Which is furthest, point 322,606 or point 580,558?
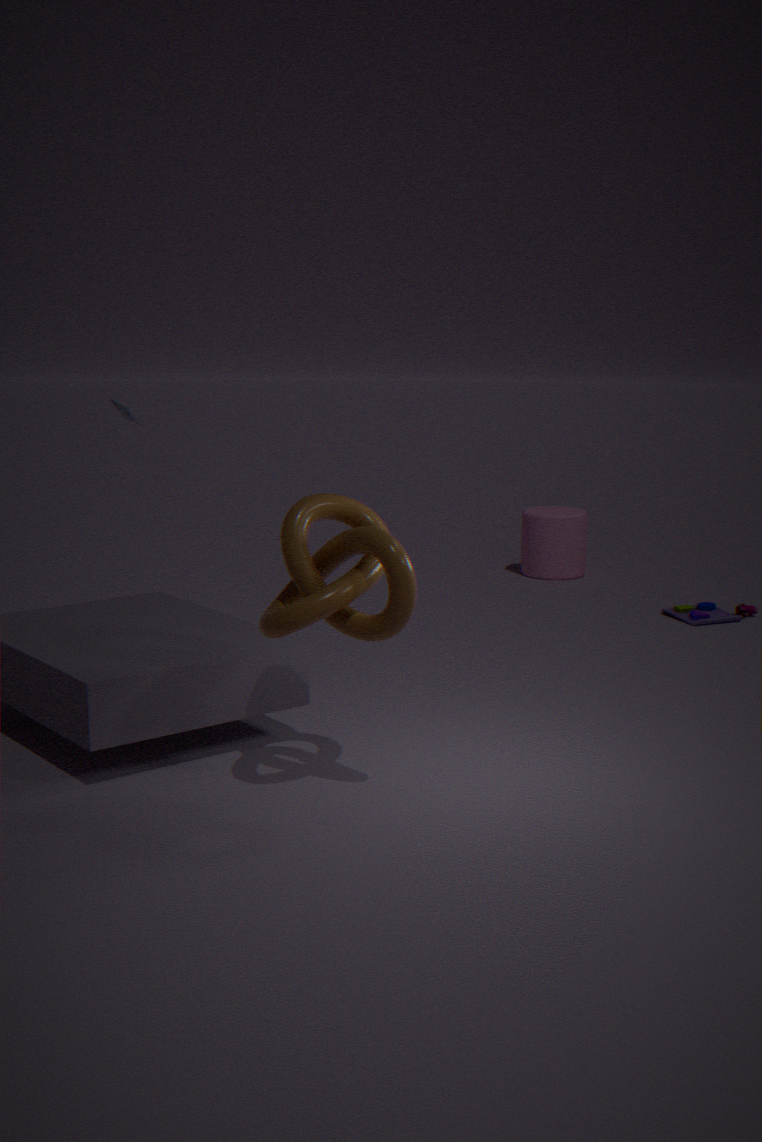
point 580,558
